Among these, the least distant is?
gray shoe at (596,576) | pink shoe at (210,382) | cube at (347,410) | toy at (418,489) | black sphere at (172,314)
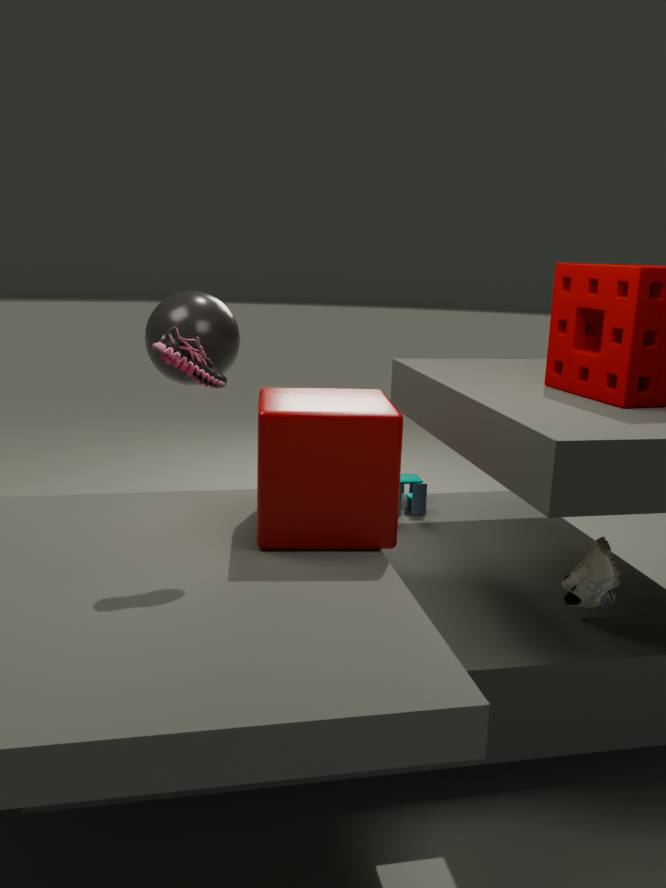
pink shoe at (210,382)
